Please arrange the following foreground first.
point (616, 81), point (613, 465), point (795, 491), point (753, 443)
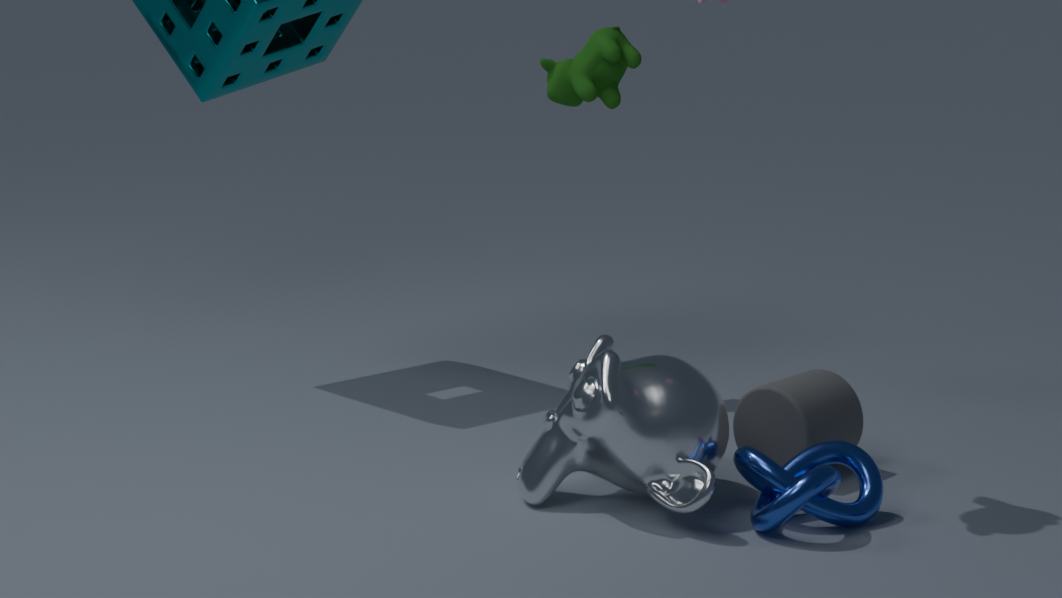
1. point (795, 491)
2. point (613, 465)
3. point (753, 443)
4. point (616, 81)
